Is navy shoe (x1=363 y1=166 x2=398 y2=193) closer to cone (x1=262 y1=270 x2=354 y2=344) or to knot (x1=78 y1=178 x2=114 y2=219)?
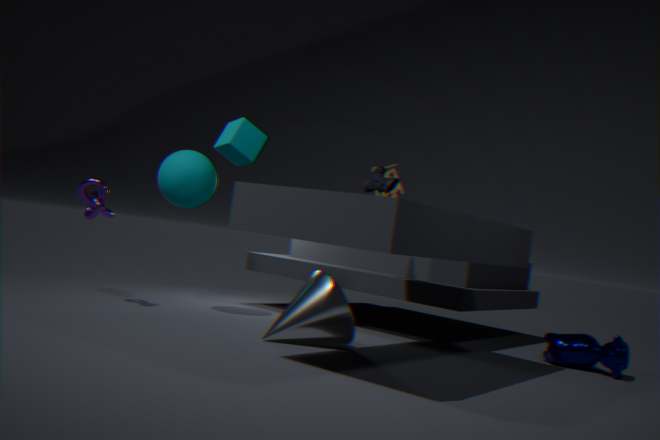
cone (x1=262 y1=270 x2=354 y2=344)
